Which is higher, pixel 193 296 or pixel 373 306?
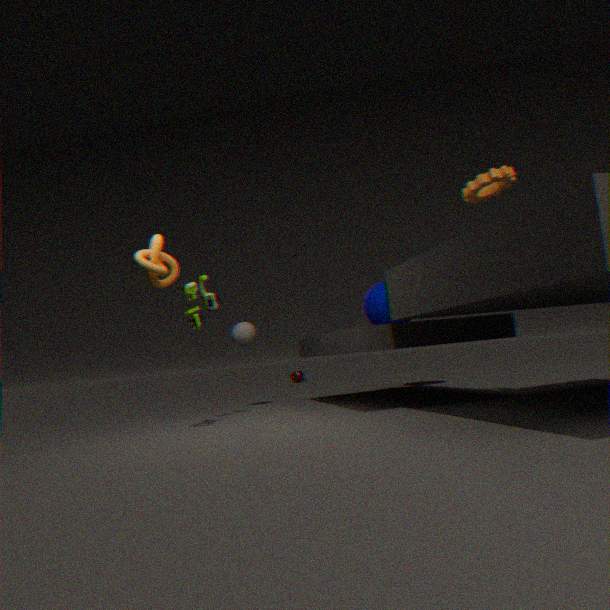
pixel 193 296
